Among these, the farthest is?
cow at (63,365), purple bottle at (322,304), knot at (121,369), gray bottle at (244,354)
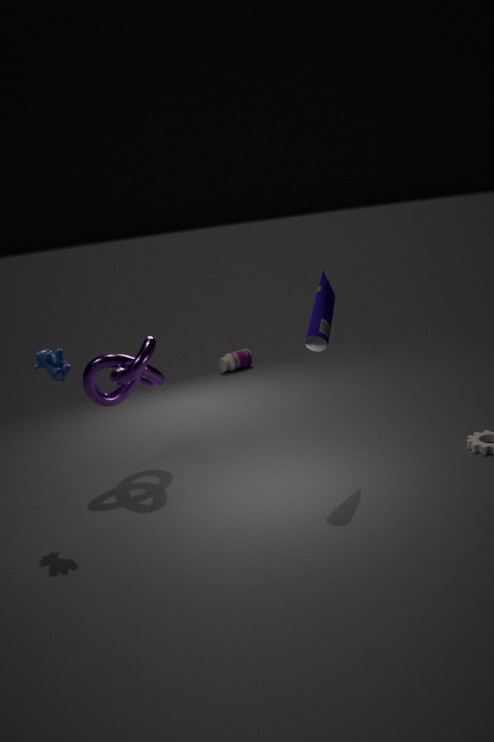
gray bottle at (244,354)
